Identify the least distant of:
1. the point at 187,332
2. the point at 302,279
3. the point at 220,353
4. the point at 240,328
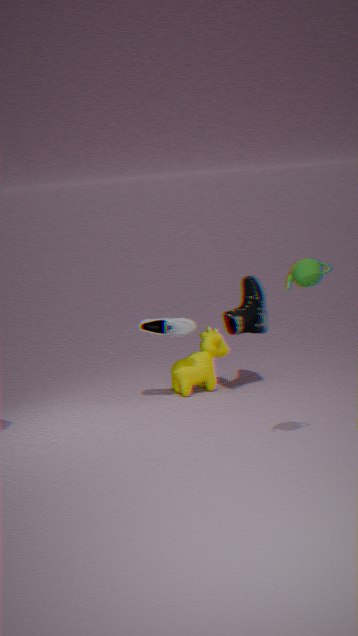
the point at 302,279
